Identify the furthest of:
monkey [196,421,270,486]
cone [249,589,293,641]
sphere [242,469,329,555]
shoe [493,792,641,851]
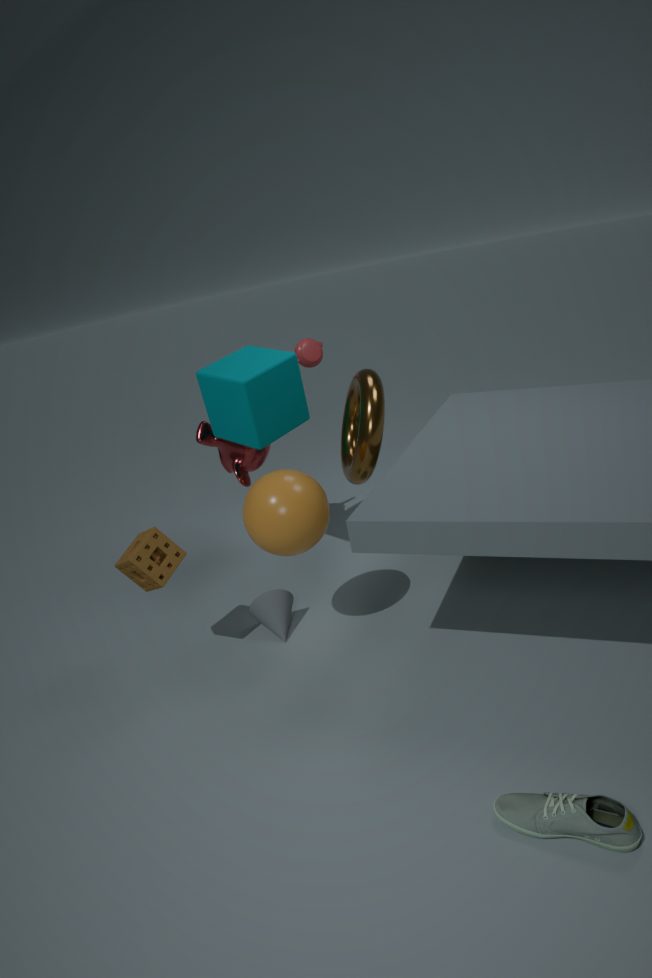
monkey [196,421,270,486]
